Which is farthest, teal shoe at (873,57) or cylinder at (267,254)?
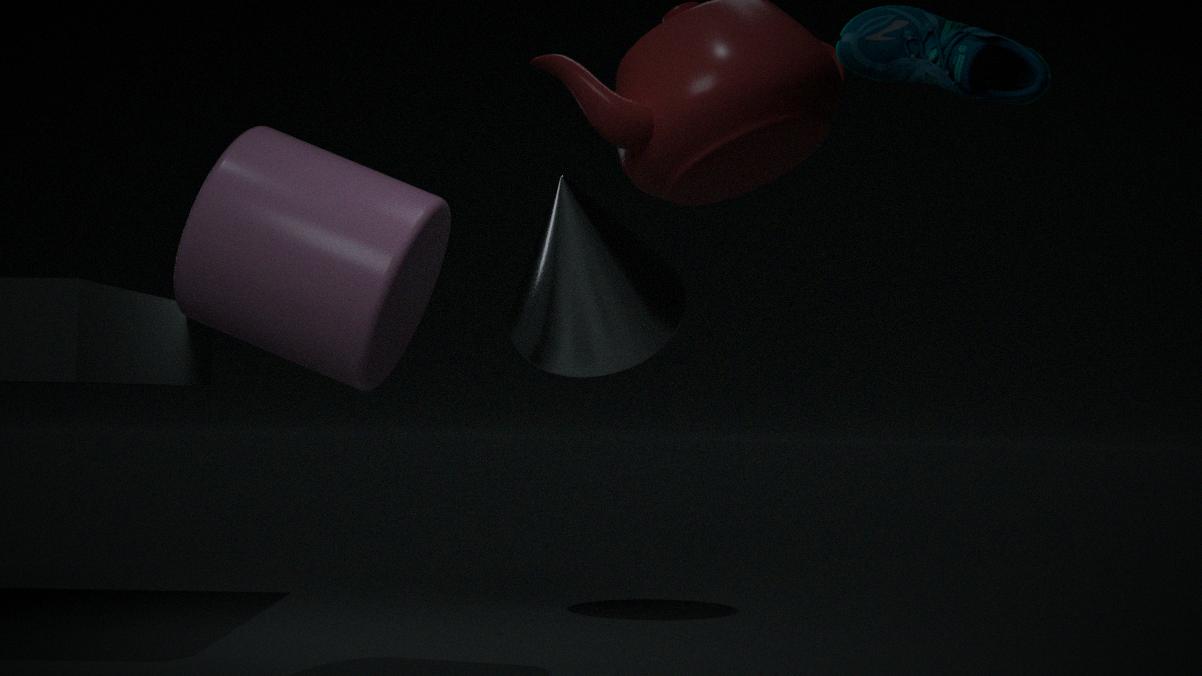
cylinder at (267,254)
